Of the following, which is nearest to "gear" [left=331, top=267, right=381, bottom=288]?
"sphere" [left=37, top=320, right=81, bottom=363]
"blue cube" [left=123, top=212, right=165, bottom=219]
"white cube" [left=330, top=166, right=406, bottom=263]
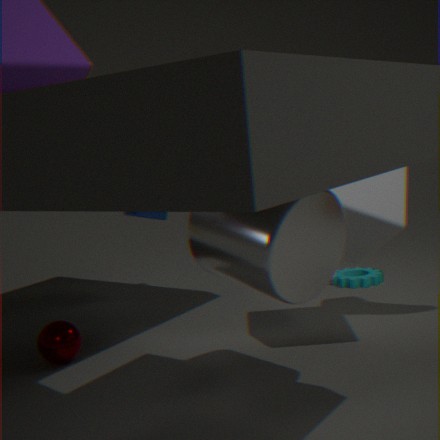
"white cube" [left=330, top=166, right=406, bottom=263]
